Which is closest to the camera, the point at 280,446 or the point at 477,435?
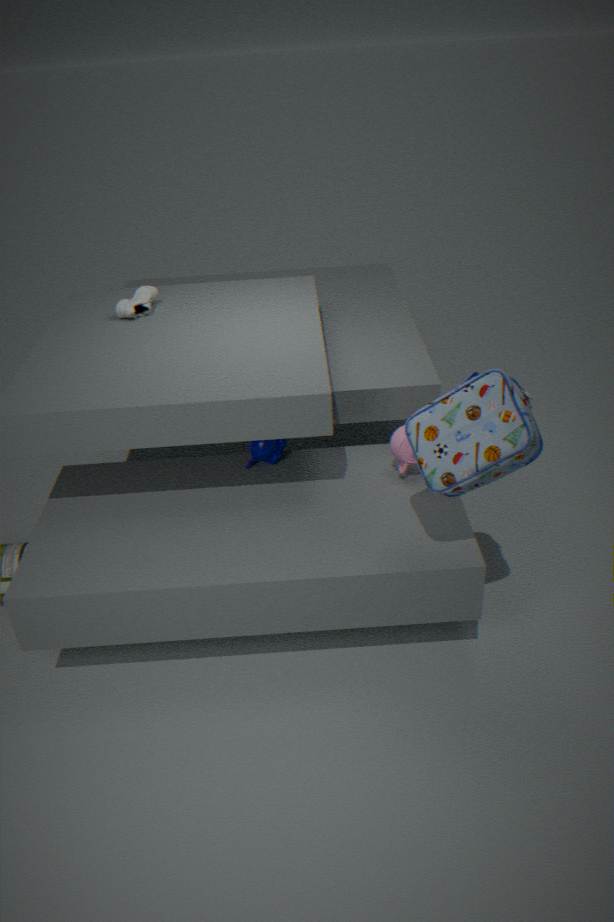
the point at 477,435
